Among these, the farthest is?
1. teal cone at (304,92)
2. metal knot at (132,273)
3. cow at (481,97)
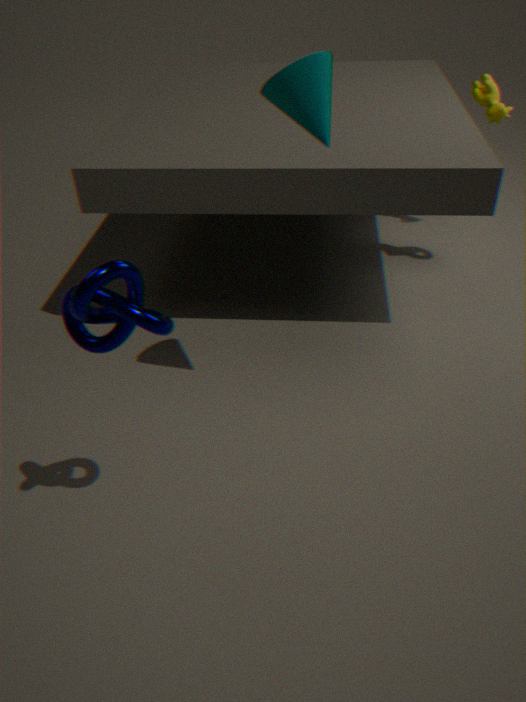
cow at (481,97)
